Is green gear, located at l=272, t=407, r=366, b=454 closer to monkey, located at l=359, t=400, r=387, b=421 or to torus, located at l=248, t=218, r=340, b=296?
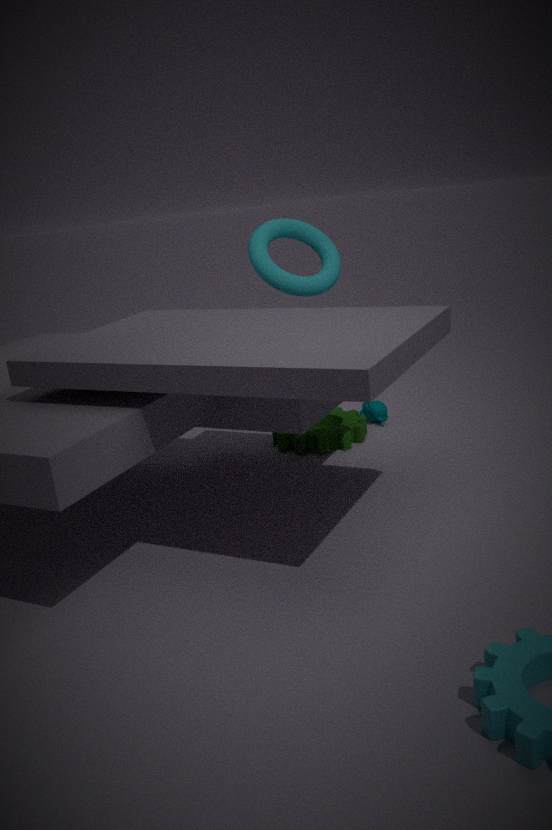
monkey, located at l=359, t=400, r=387, b=421
